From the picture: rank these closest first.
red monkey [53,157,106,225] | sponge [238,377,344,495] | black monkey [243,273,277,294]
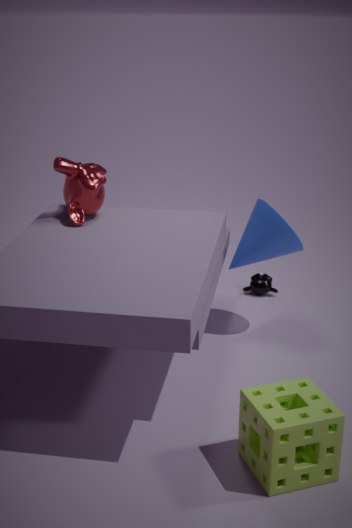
sponge [238,377,344,495] → red monkey [53,157,106,225] → black monkey [243,273,277,294]
